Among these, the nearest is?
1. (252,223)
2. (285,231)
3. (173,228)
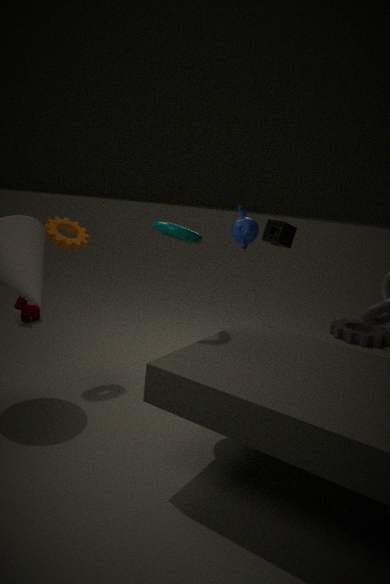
(173,228)
